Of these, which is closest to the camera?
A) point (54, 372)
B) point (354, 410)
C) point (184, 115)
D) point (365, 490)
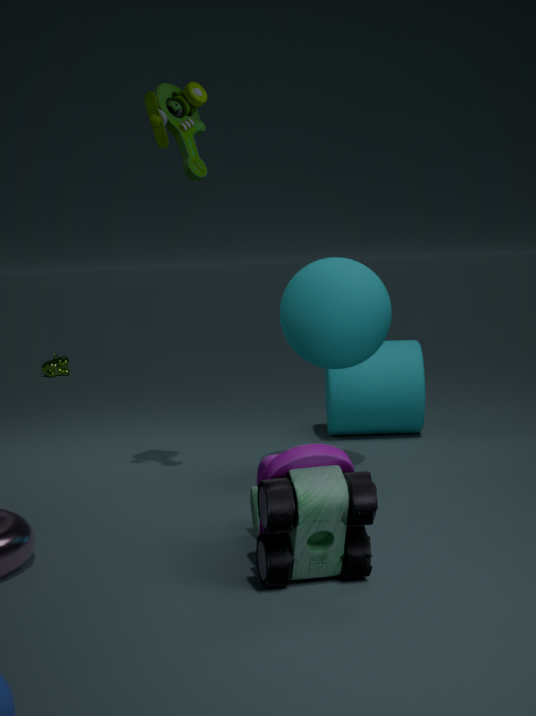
point (365, 490)
